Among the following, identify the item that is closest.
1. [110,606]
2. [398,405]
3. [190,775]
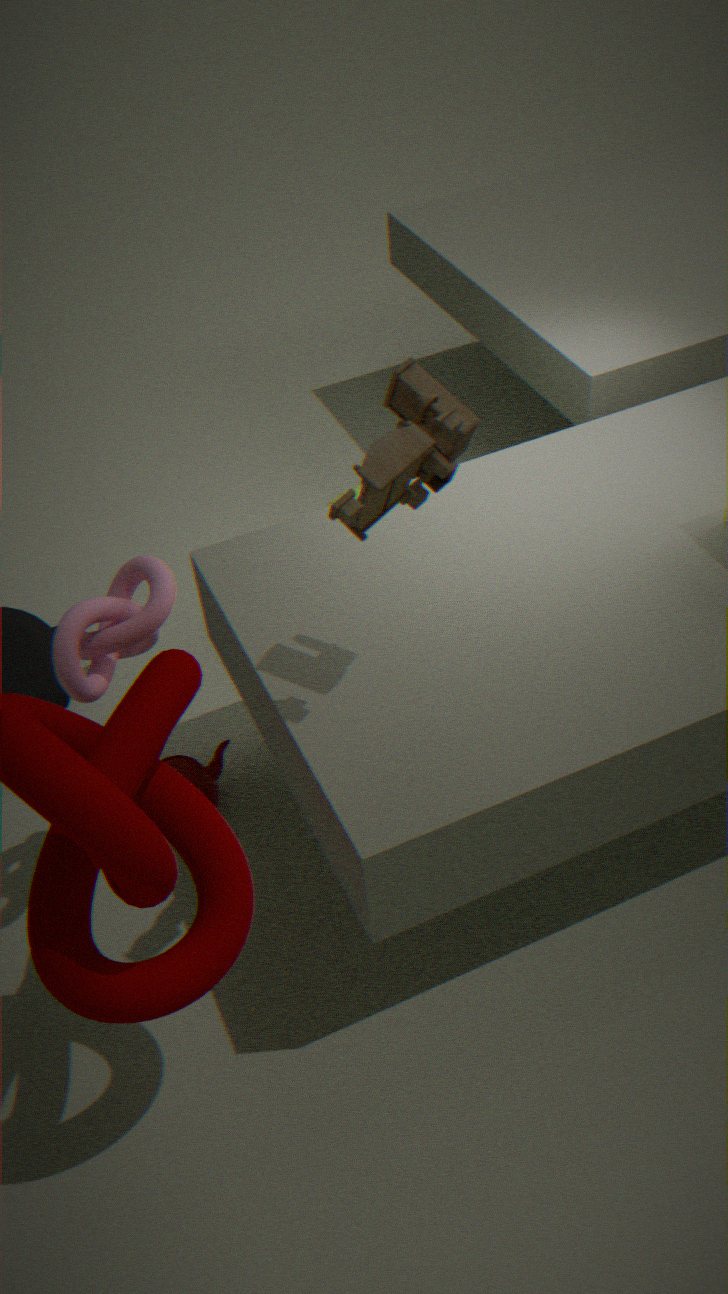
[398,405]
